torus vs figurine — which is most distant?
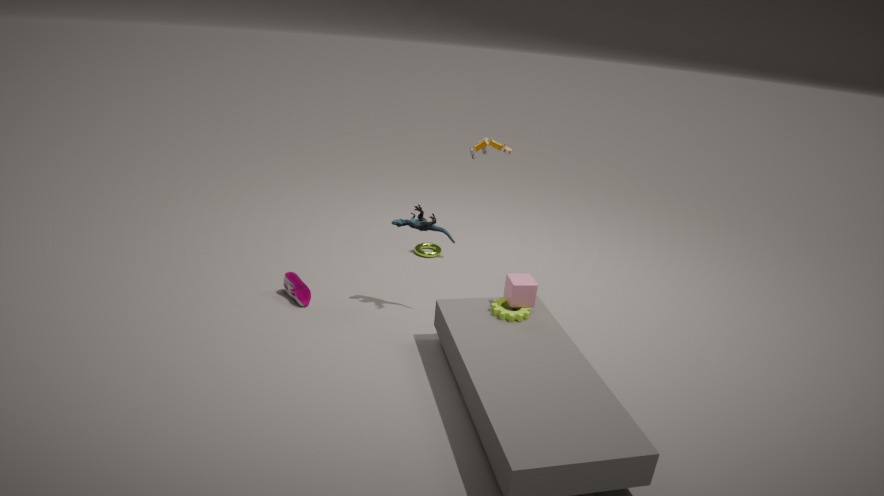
torus
